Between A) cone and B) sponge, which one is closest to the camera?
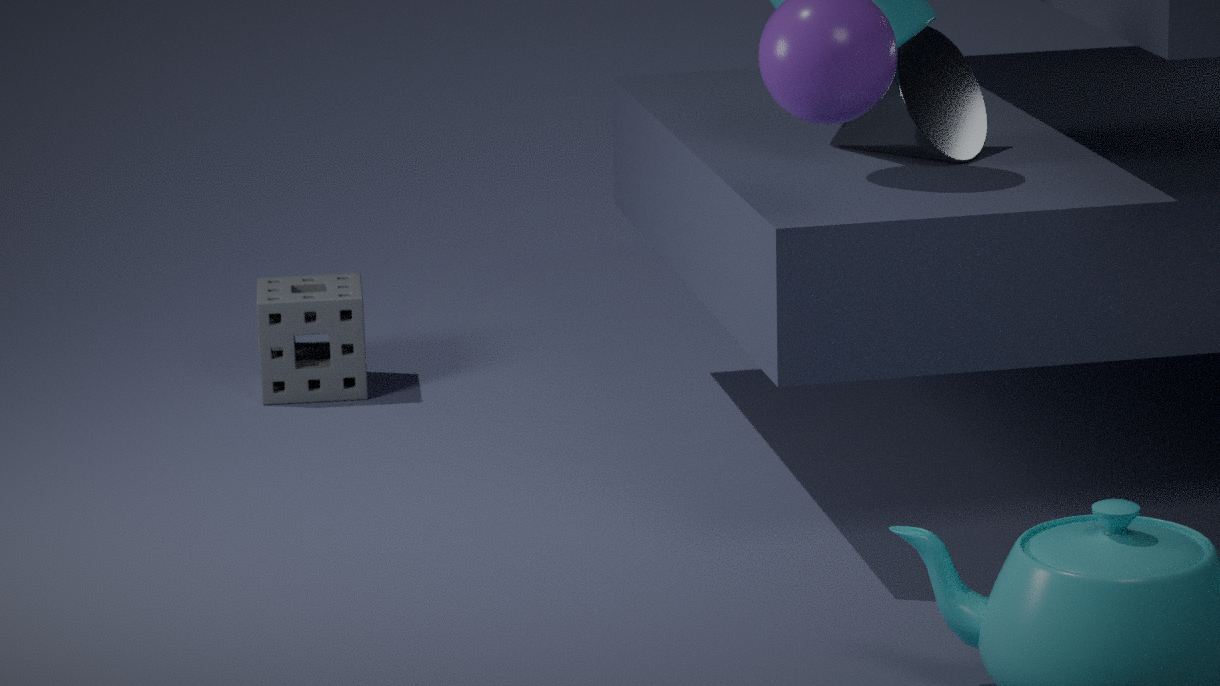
A. cone
